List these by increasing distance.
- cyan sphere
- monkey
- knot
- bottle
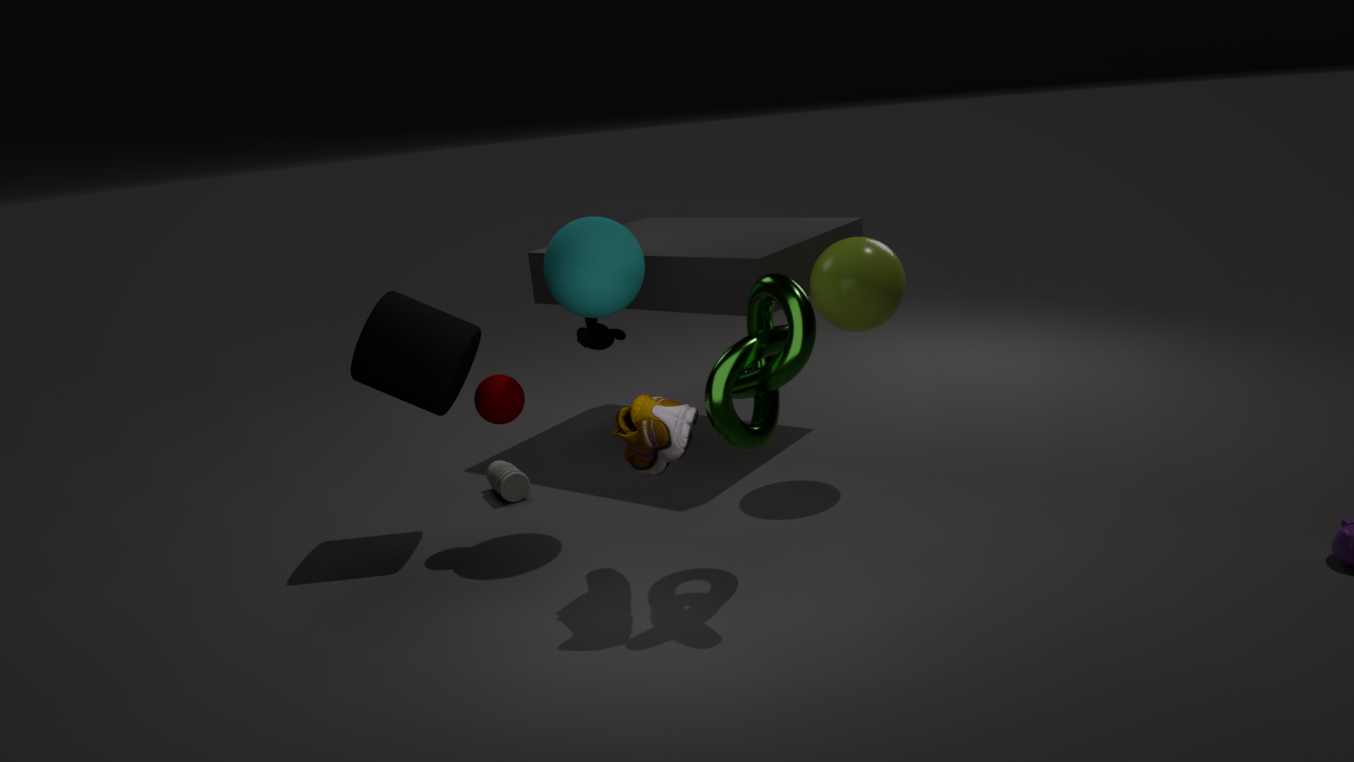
1. knot
2. cyan sphere
3. bottle
4. monkey
